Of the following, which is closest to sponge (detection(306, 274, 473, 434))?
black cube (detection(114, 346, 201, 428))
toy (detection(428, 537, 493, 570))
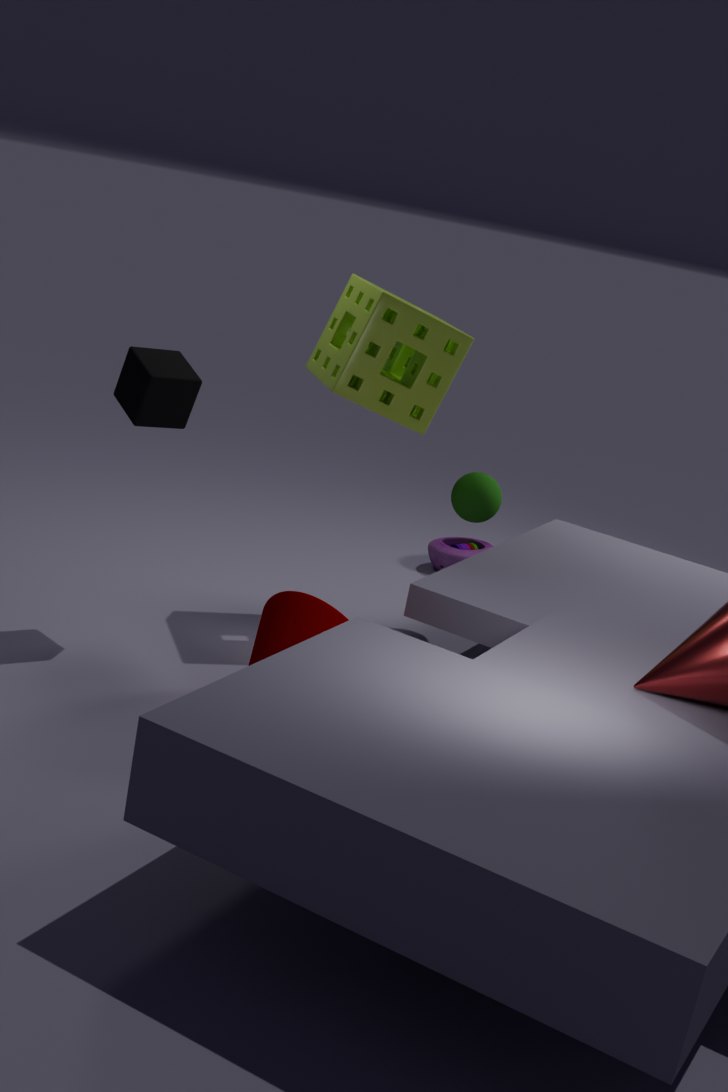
black cube (detection(114, 346, 201, 428))
